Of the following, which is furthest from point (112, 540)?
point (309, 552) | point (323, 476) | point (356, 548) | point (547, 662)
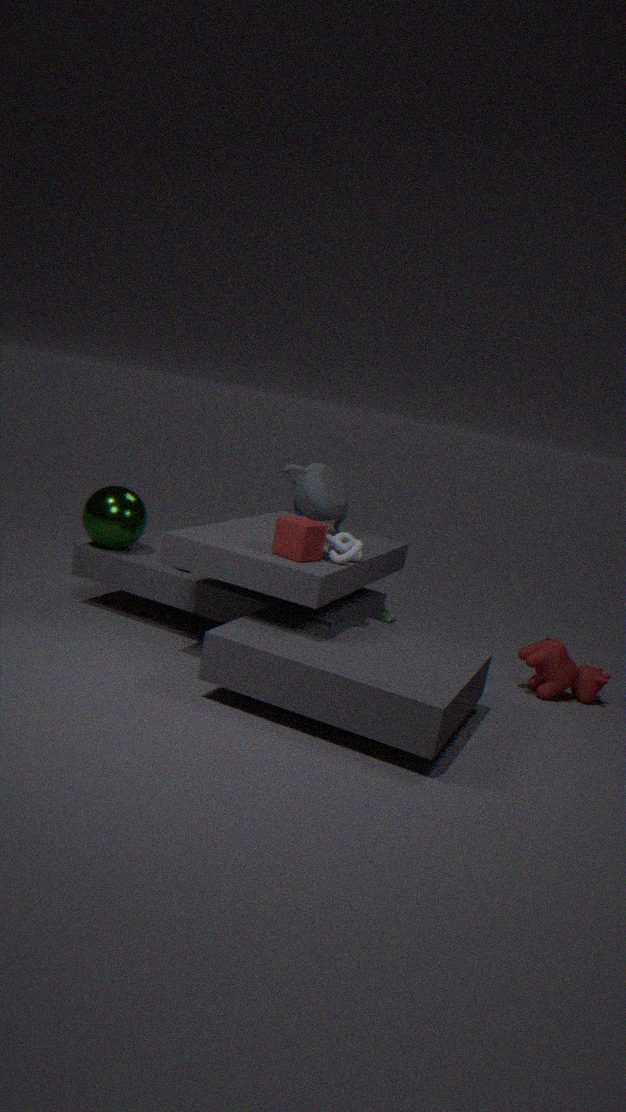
point (547, 662)
